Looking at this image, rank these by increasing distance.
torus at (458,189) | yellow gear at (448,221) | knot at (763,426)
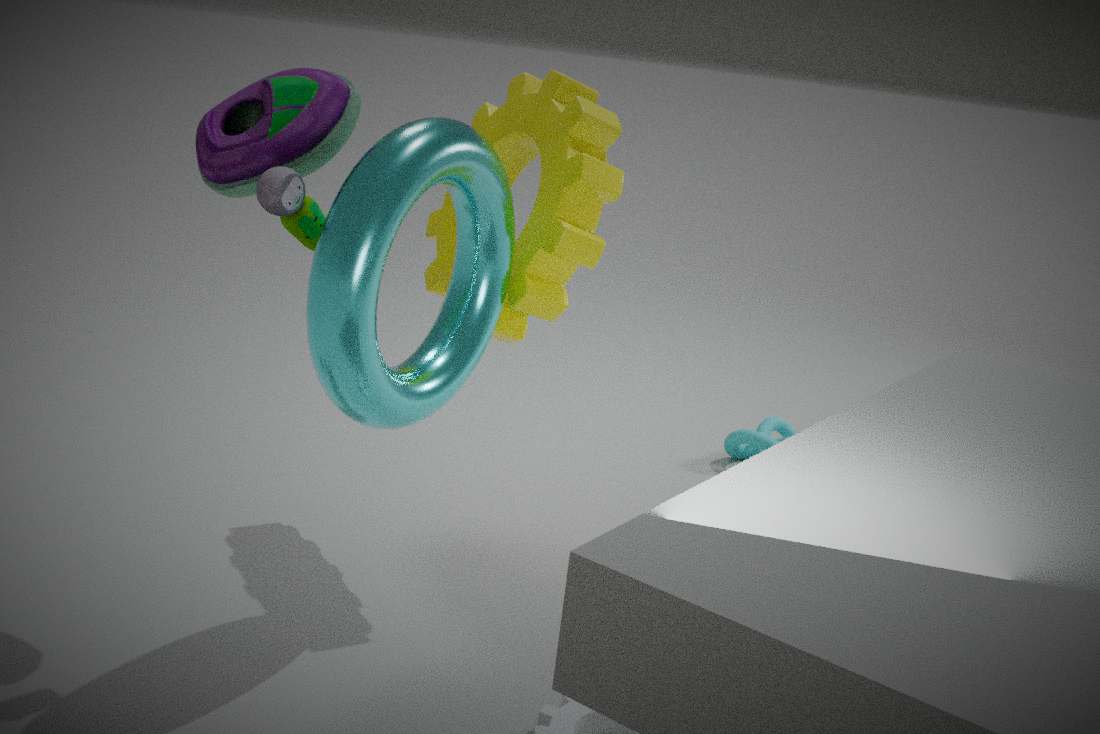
torus at (458,189)
yellow gear at (448,221)
knot at (763,426)
